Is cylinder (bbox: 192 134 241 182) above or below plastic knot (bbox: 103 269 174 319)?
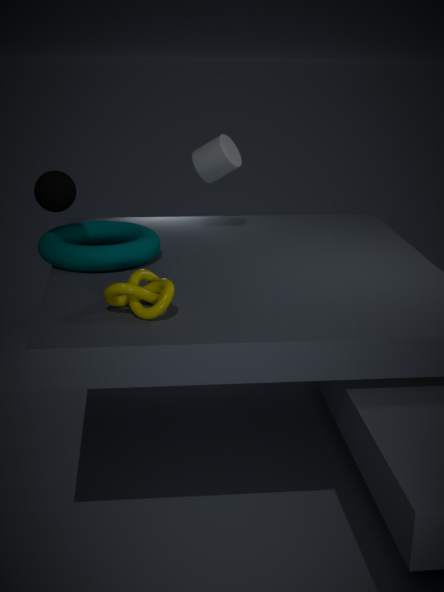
above
